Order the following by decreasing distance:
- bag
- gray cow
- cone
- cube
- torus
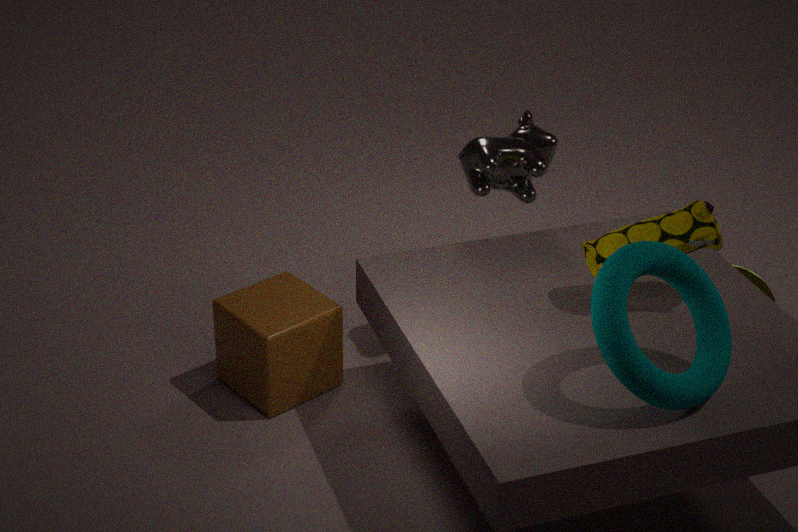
1. cone
2. gray cow
3. cube
4. bag
5. torus
